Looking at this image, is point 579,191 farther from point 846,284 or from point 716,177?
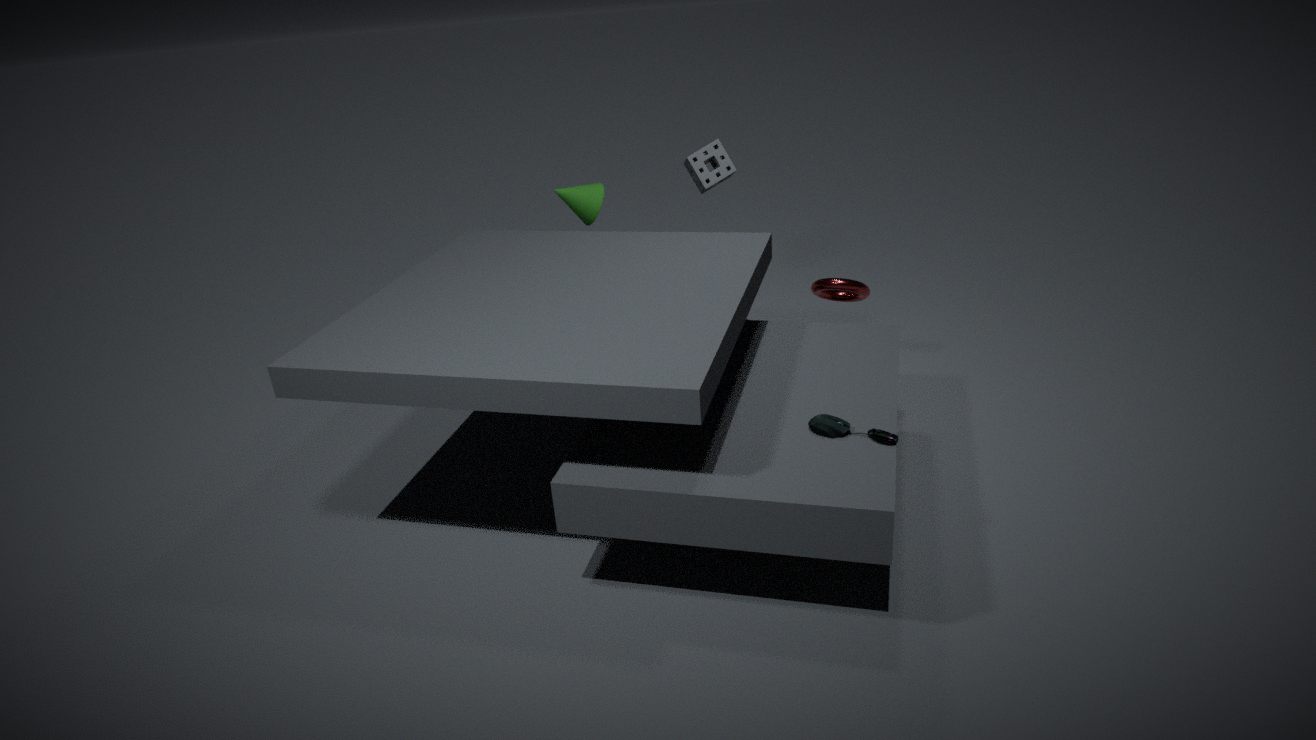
point 846,284
